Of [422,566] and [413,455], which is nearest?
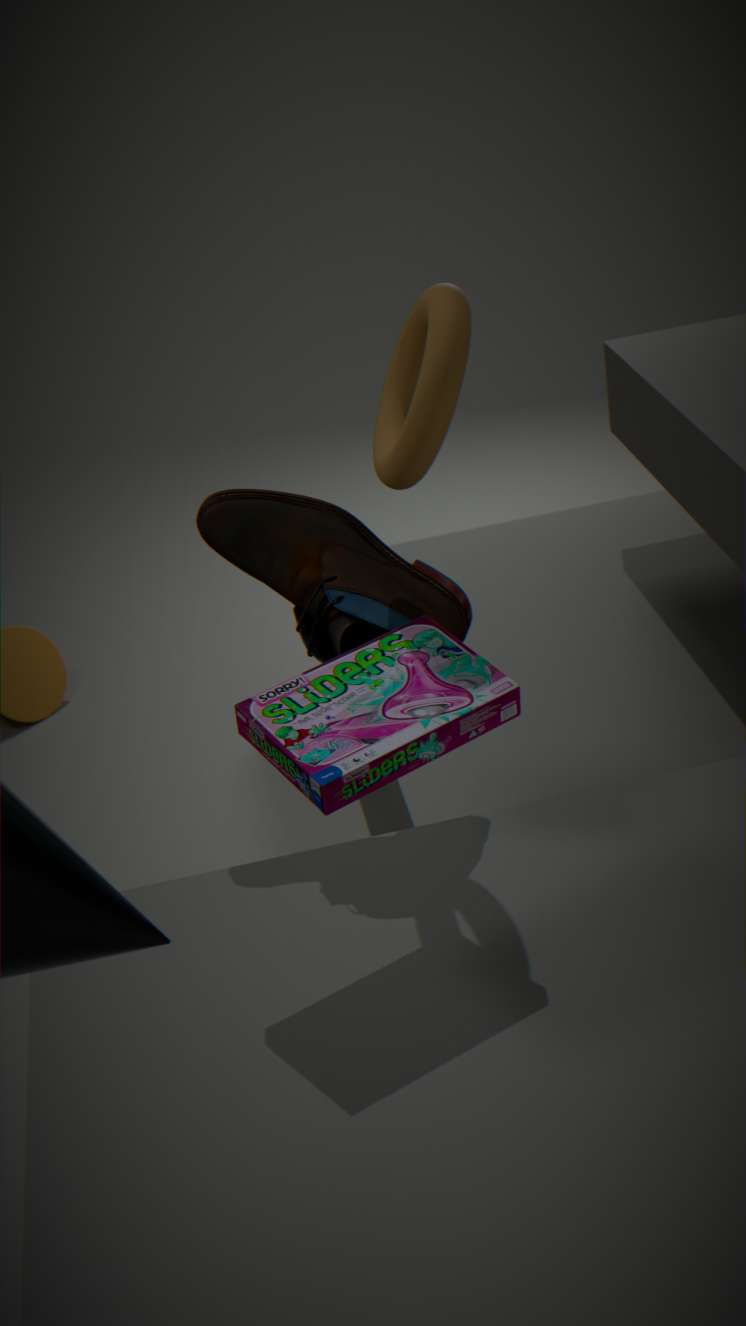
[413,455]
